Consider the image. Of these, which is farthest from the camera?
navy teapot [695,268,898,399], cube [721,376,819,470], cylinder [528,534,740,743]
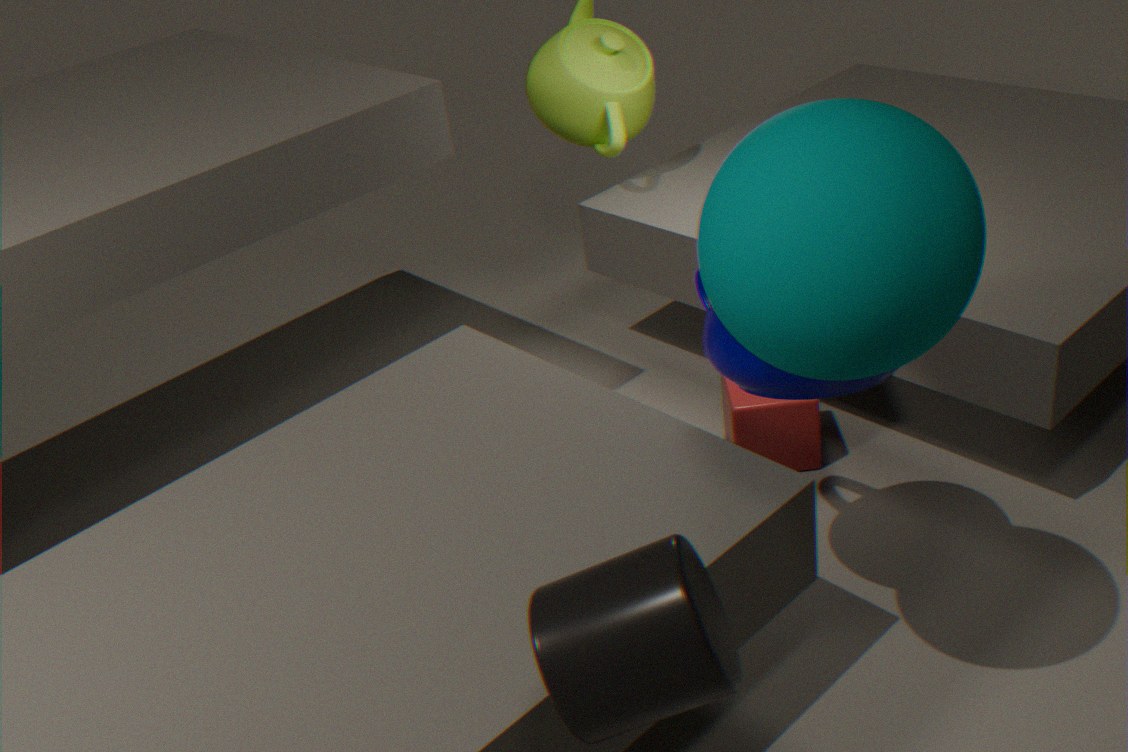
cube [721,376,819,470]
